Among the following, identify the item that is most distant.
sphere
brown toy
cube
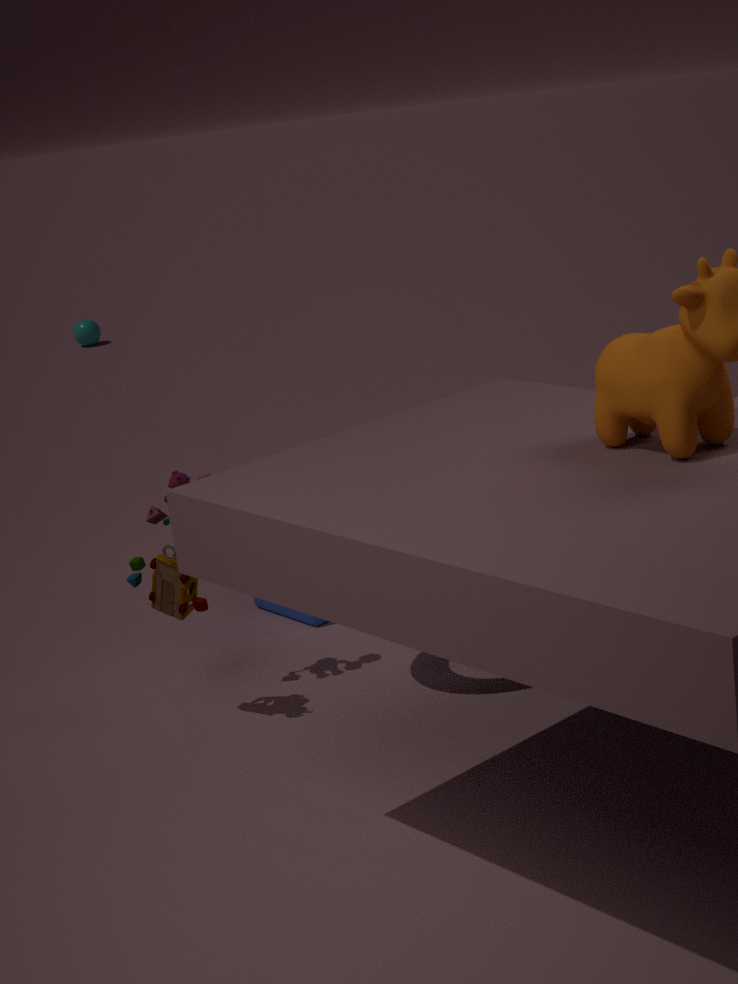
sphere
